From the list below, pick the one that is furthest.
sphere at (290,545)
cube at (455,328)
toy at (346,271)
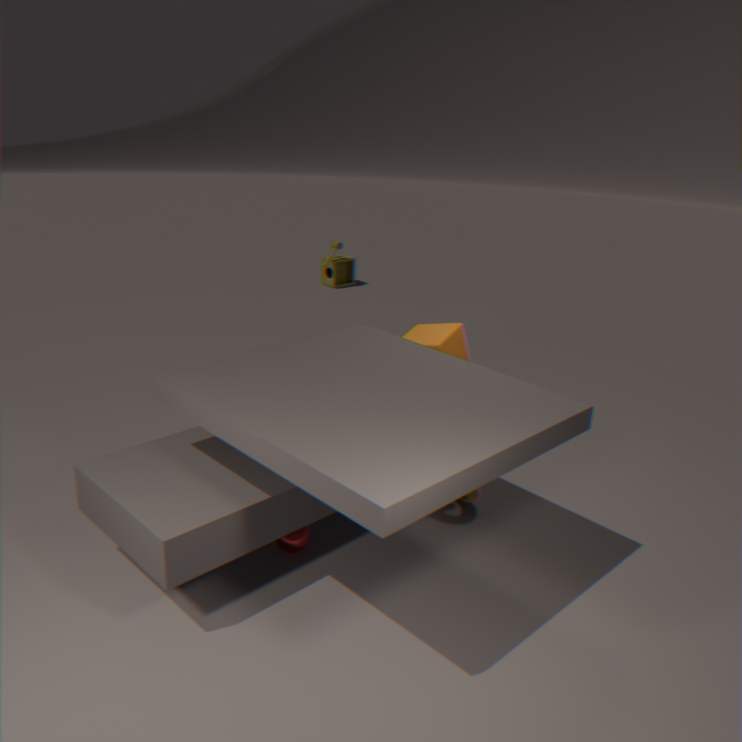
toy at (346,271)
